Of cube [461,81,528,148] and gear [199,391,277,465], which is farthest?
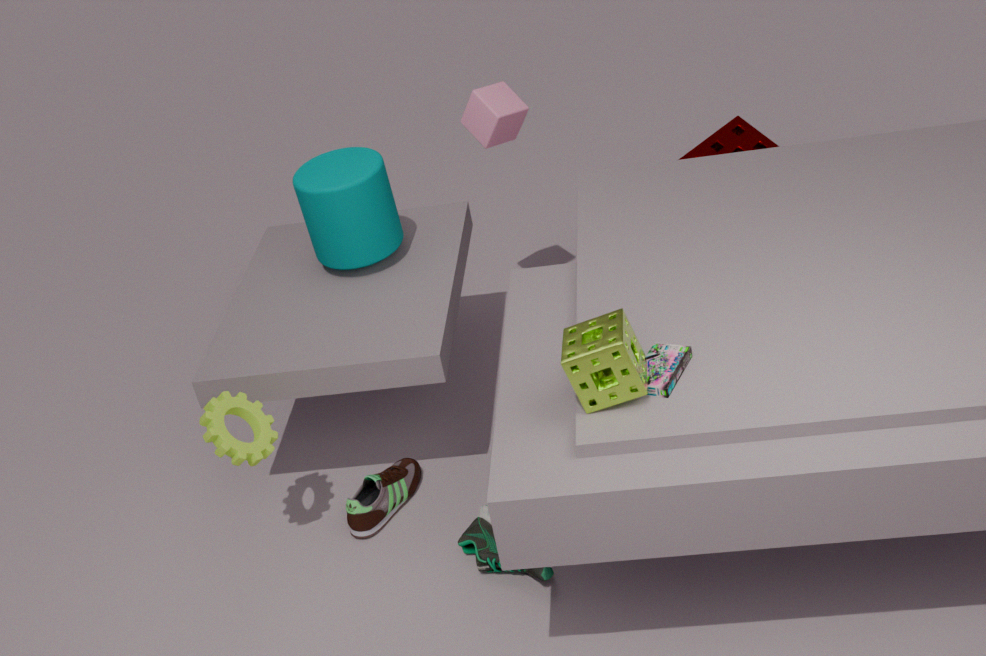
cube [461,81,528,148]
